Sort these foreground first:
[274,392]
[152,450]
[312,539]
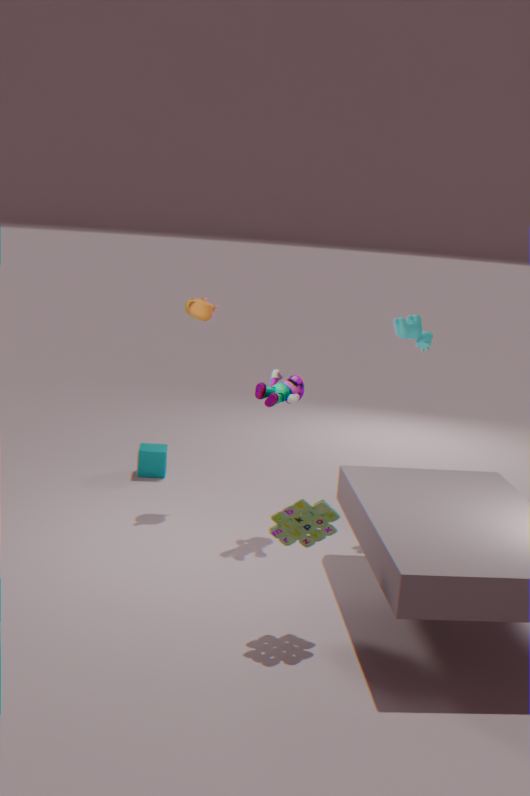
[312,539]
[274,392]
[152,450]
